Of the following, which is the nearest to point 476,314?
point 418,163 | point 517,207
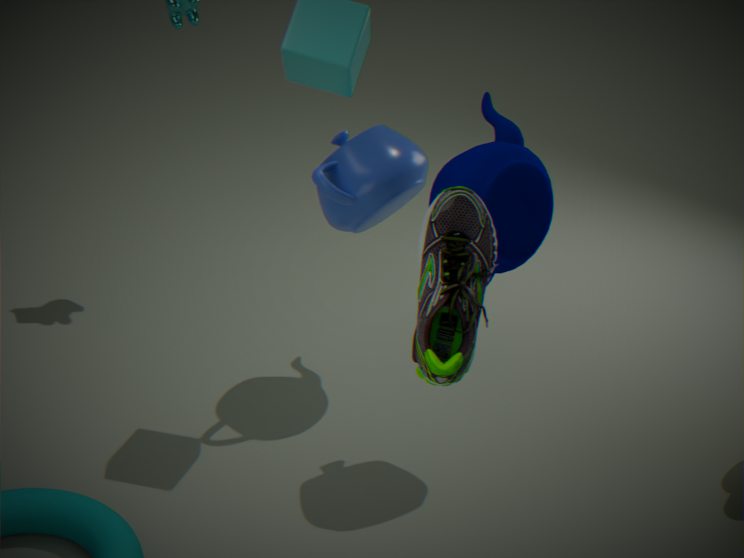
point 517,207
